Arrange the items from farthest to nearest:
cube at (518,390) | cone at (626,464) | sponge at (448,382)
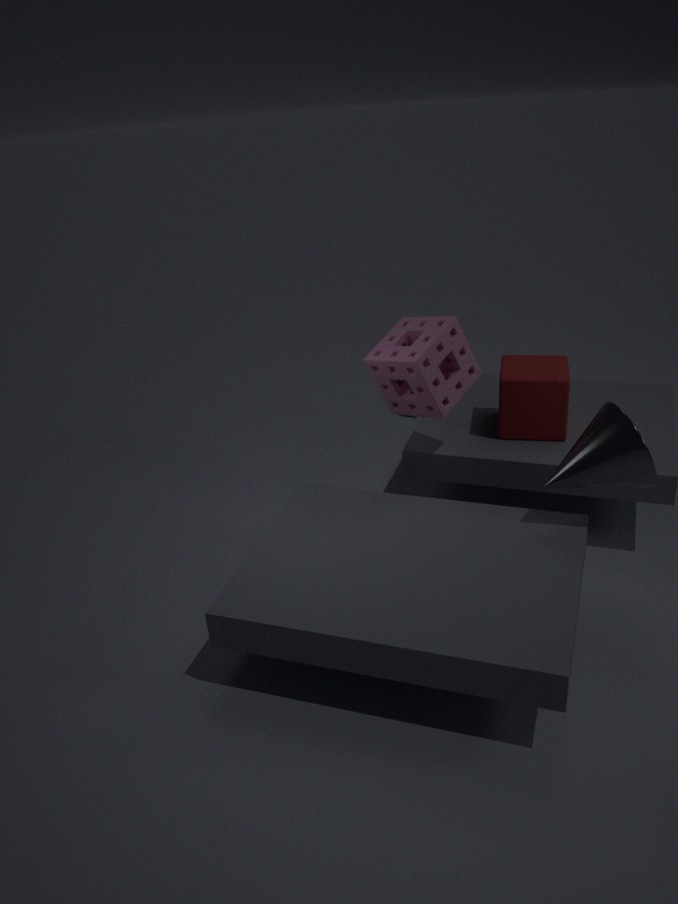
1. cube at (518,390)
2. sponge at (448,382)
3. cone at (626,464)
